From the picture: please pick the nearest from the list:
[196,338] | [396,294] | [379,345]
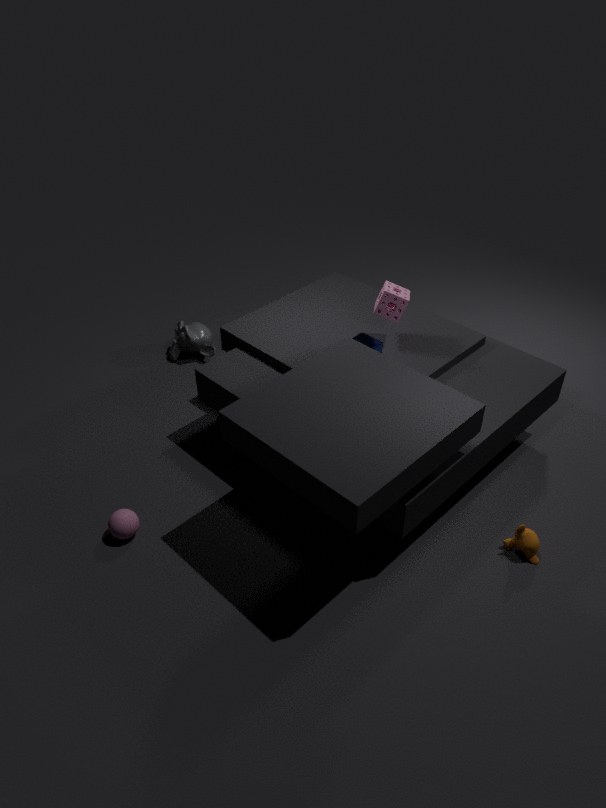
[379,345]
